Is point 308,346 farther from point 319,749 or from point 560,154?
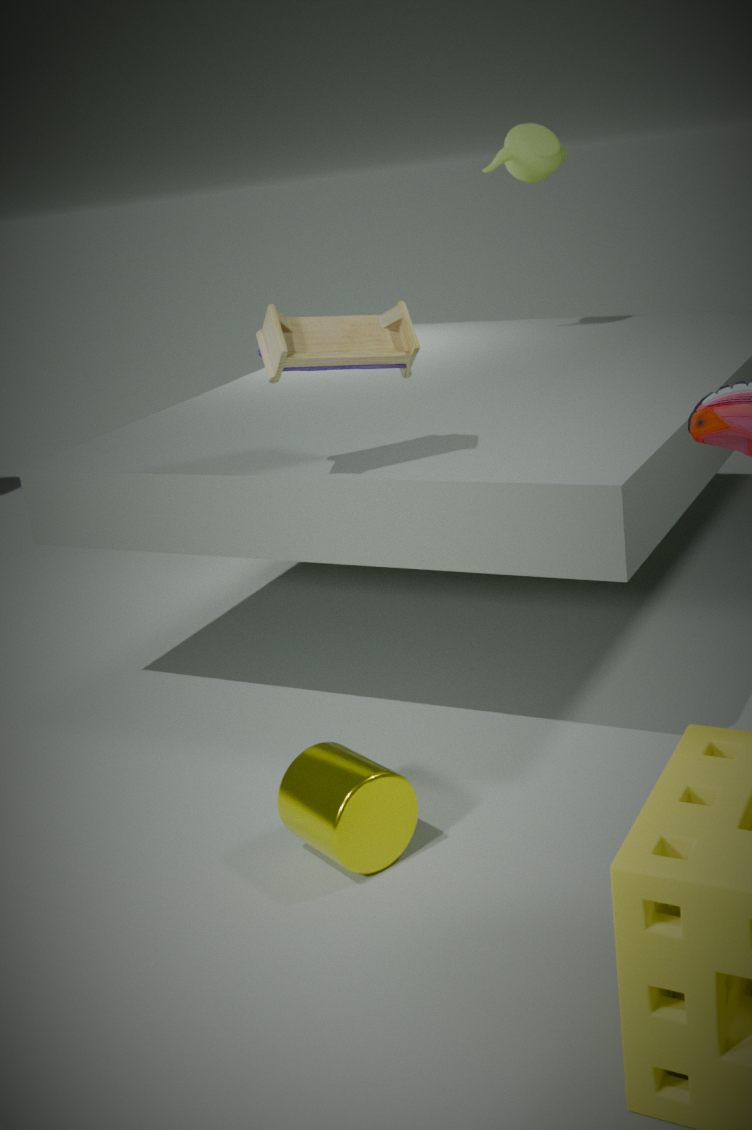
point 560,154
